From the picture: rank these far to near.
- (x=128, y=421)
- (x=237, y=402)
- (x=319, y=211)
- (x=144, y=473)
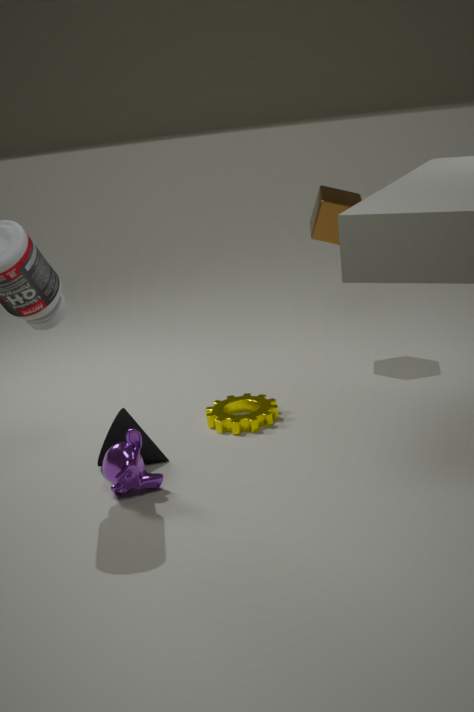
(x=319, y=211), (x=237, y=402), (x=128, y=421), (x=144, y=473)
